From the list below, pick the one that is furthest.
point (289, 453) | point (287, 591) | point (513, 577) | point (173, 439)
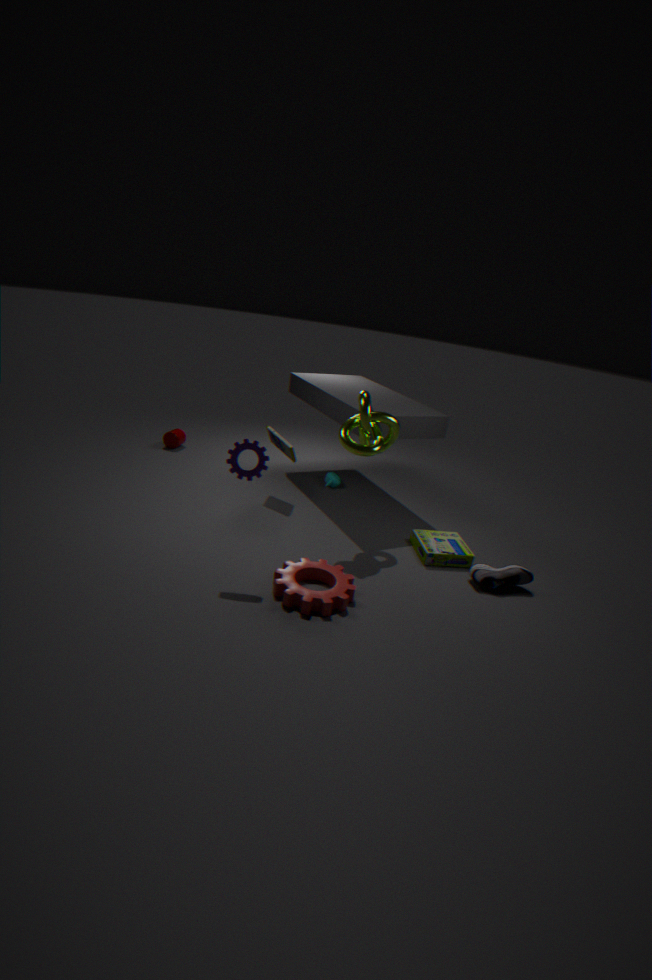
point (173, 439)
